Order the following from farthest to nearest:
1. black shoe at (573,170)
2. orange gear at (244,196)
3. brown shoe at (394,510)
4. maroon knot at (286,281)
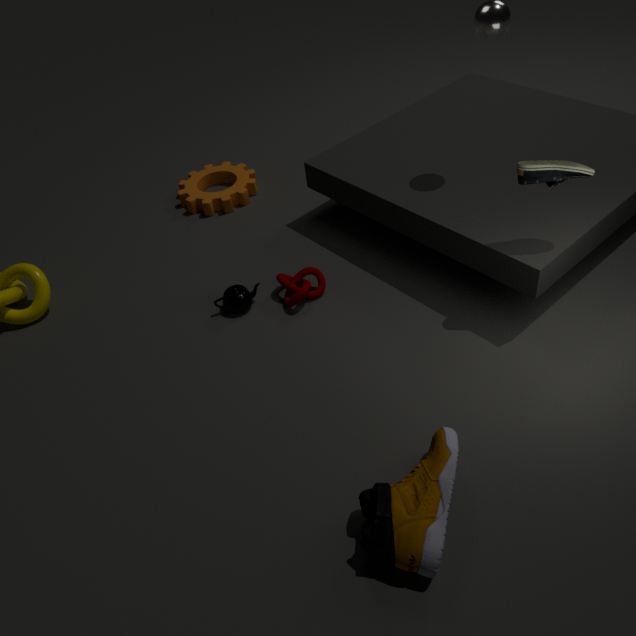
1. orange gear at (244,196)
2. maroon knot at (286,281)
3. black shoe at (573,170)
4. brown shoe at (394,510)
